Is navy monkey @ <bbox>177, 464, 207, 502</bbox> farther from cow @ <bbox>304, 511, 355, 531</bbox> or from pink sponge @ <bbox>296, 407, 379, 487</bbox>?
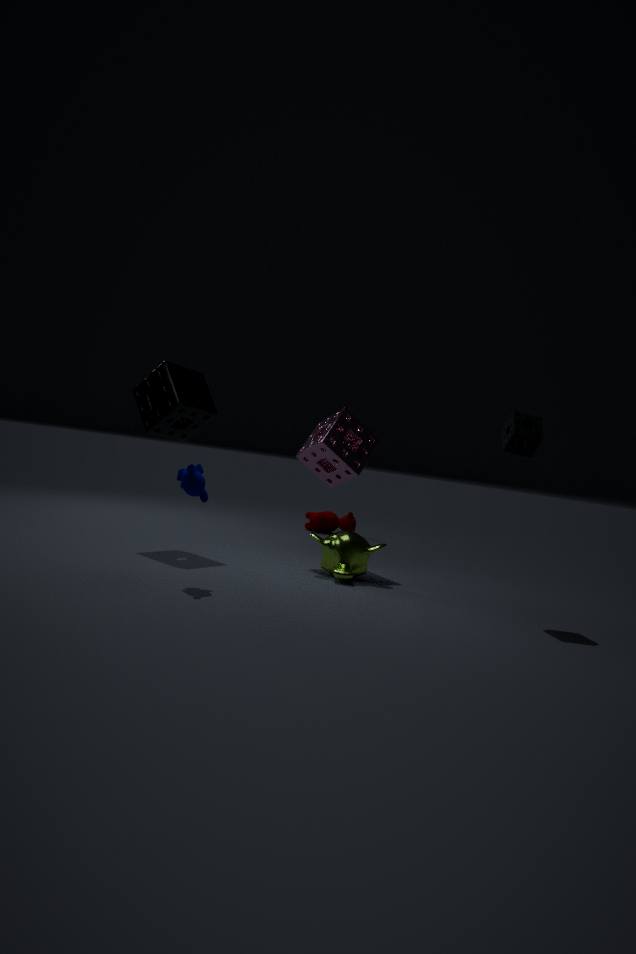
cow @ <bbox>304, 511, 355, 531</bbox>
